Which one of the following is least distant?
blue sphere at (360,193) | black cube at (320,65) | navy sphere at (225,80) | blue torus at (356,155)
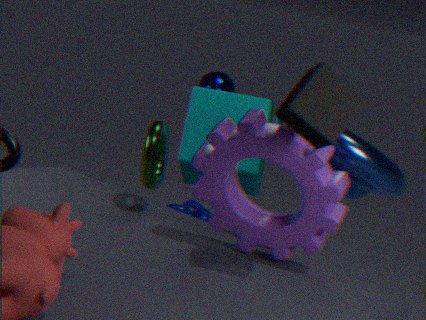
black cube at (320,65)
